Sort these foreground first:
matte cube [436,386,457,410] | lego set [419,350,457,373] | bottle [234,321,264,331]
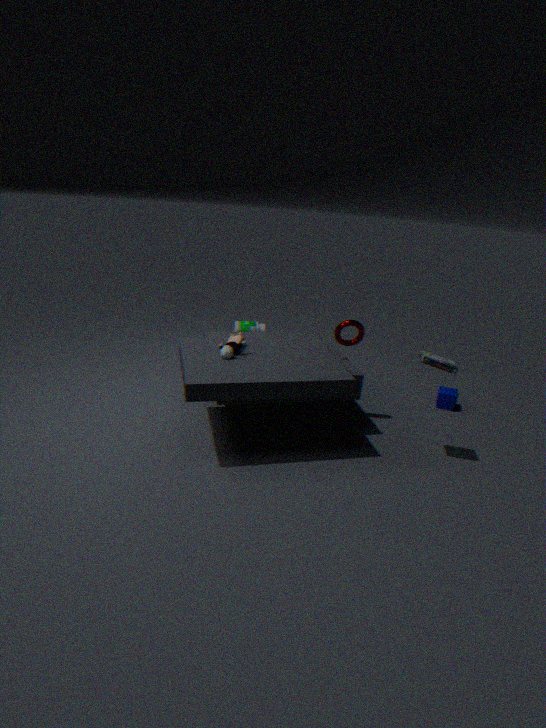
lego set [419,350,457,373] < matte cube [436,386,457,410] < bottle [234,321,264,331]
